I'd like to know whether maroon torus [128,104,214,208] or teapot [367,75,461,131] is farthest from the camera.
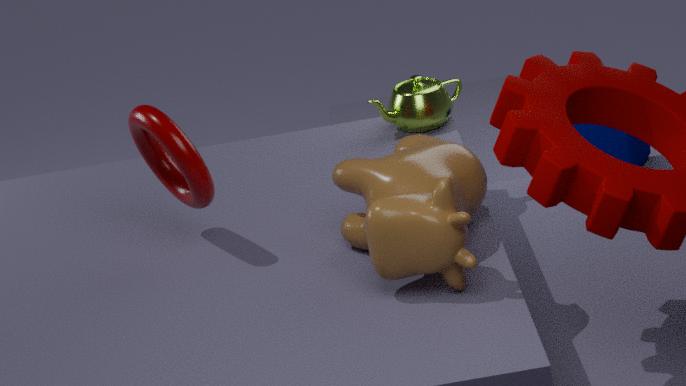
teapot [367,75,461,131]
